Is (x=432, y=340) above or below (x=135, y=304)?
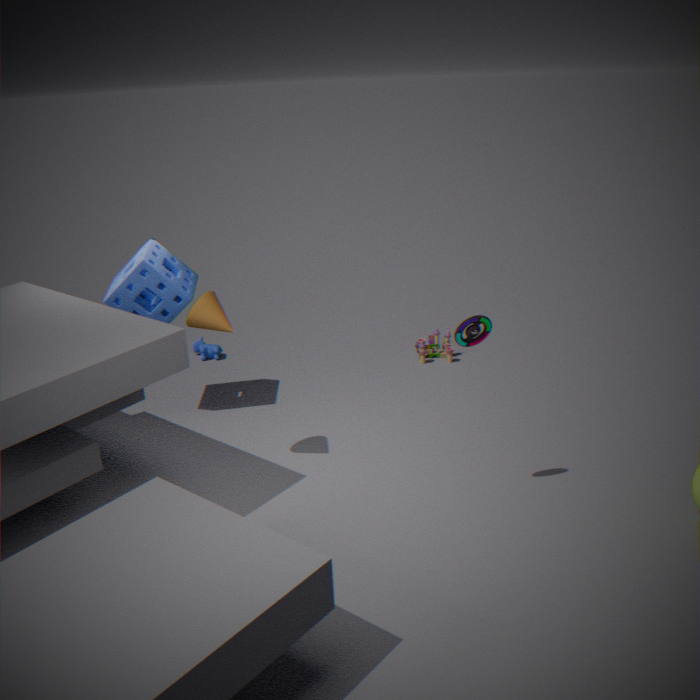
below
